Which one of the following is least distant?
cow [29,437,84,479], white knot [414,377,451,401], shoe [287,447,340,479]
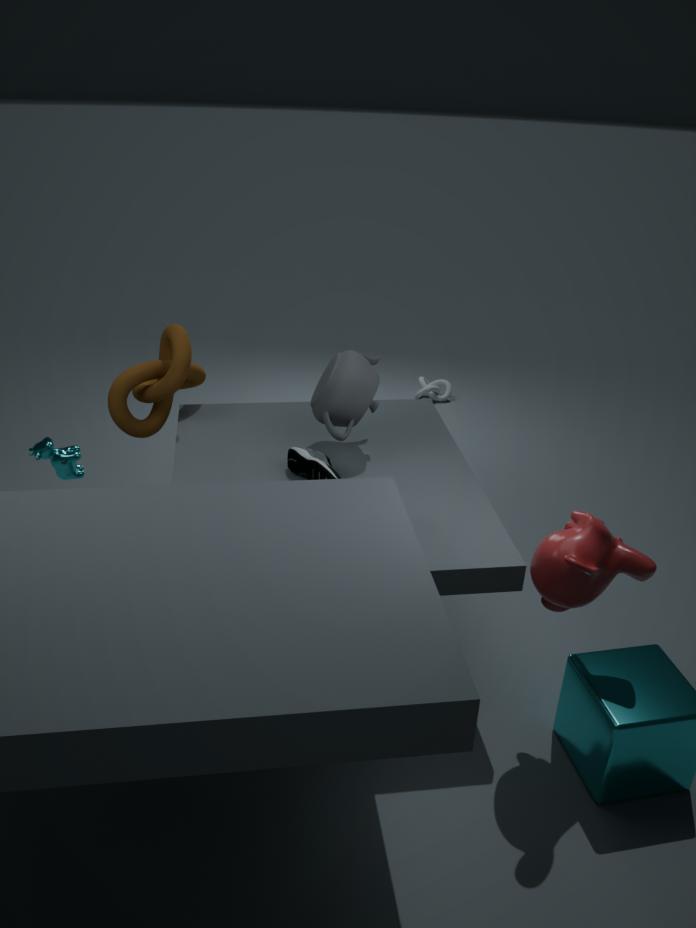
shoe [287,447,340,479]
